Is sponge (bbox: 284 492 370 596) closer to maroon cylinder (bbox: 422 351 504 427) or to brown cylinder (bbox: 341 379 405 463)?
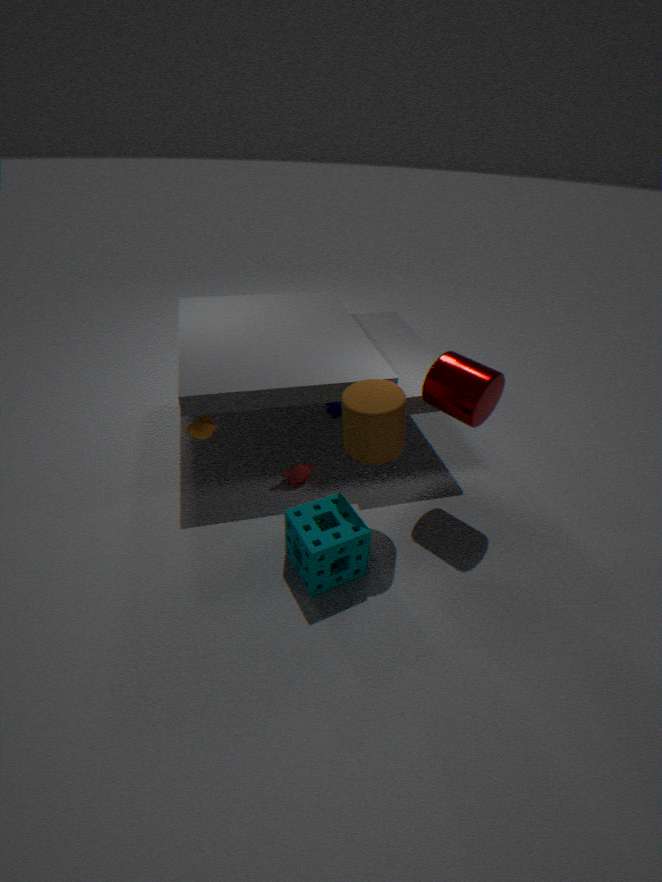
brown cylinder (bbox: 341 379 405 463)
